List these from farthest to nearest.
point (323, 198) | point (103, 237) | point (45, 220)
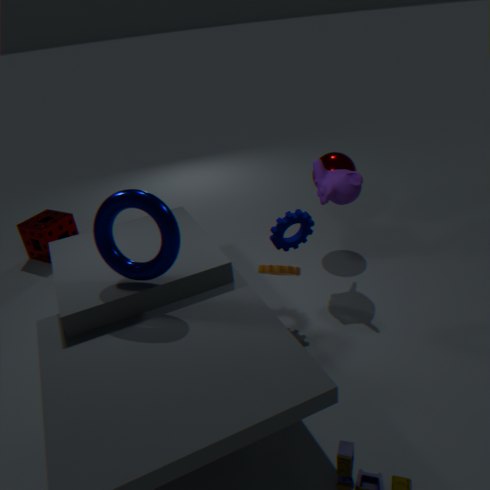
1. point (45, 220)
2. point (323, 198)
3. point (103, 237)
